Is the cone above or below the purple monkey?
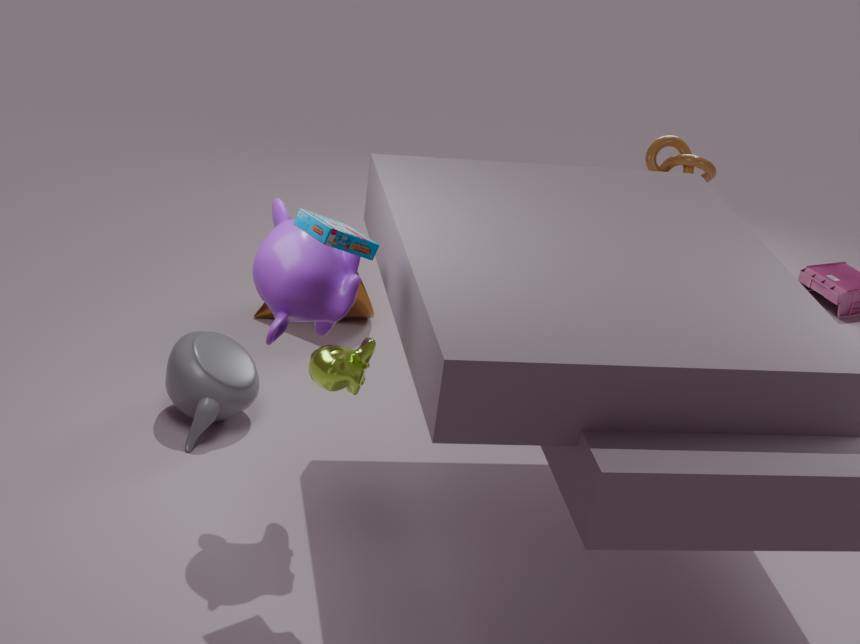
below
